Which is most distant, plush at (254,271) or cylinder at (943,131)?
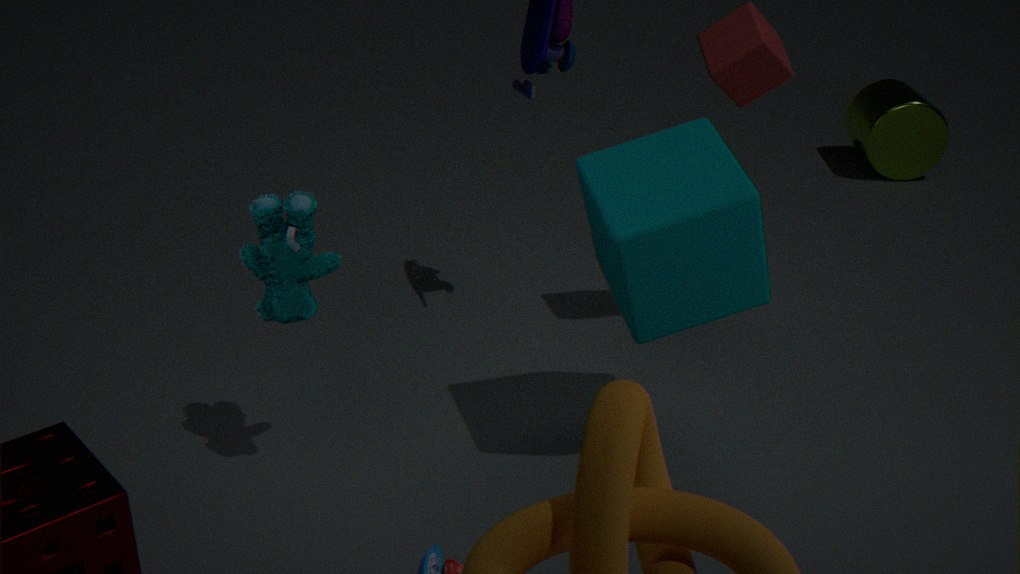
cylinder at (943,131)
